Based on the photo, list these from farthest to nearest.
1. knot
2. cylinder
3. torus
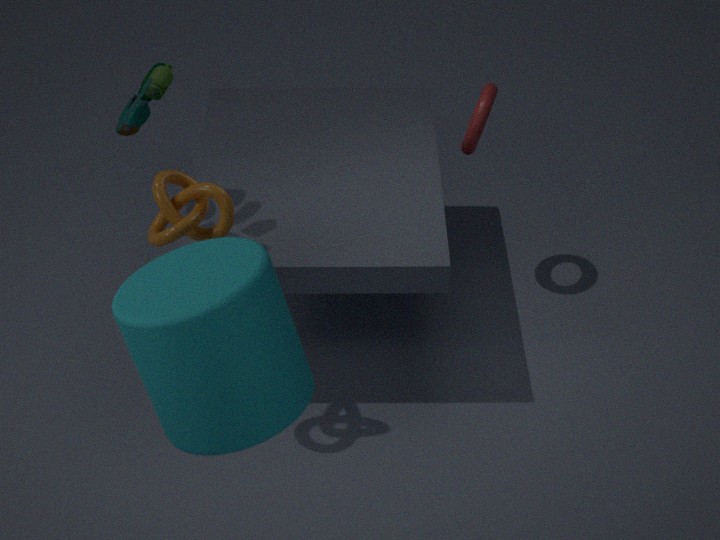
torus, knot, cylinder
